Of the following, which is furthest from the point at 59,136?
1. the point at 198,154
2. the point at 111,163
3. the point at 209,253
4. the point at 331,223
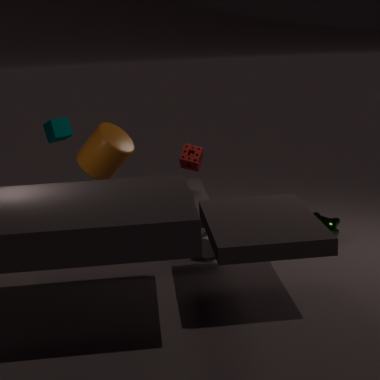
the point at 331,223
